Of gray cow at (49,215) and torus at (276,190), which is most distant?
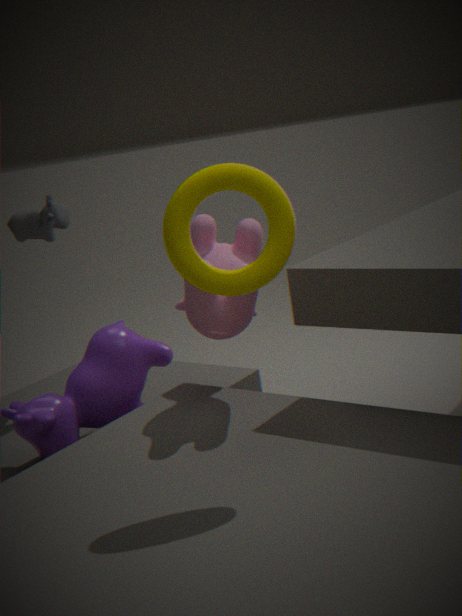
gray cow at (49,215)
